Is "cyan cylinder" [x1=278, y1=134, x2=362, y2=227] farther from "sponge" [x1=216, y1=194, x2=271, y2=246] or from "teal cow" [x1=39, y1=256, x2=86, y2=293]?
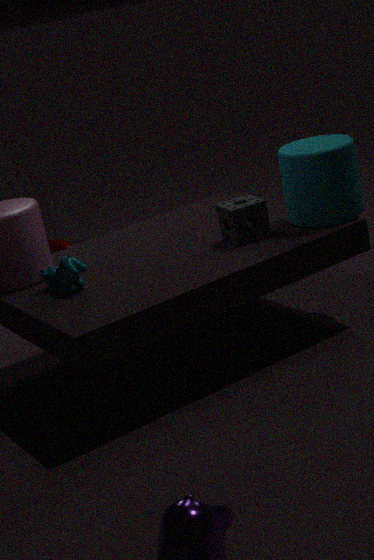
"teal cow" [x1=39, y1=256, x2=86, y2=293]
